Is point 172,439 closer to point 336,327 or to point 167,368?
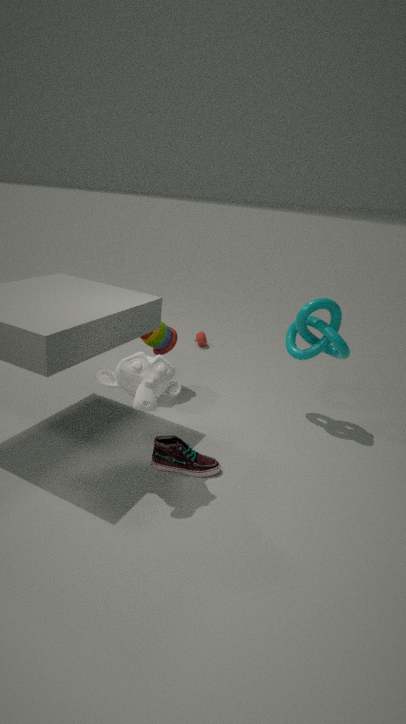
point 167,368
